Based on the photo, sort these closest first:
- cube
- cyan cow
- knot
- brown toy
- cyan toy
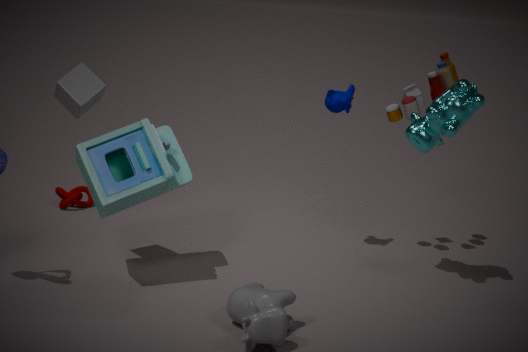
cyan toy
cube
cyan cow
brown toy
knot
